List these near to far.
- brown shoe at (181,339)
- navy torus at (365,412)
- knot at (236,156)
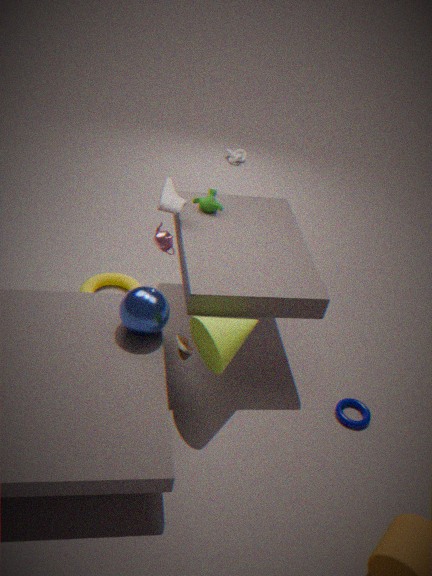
→ brown shoe at (181,339) < navy torus at (365,412) < knot at (236,156)
